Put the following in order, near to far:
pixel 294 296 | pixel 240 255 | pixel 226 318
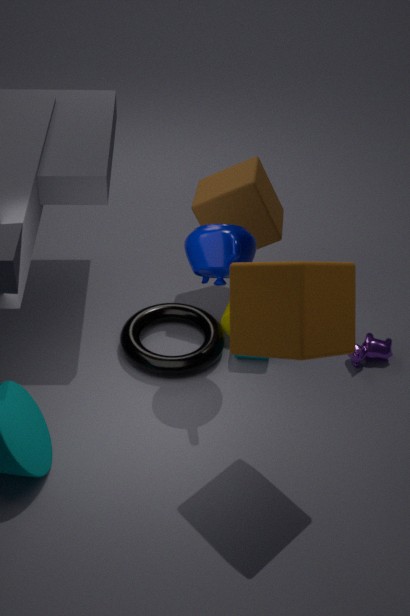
pixel 294 296 < pixel 240 255 < pixel 226 318
